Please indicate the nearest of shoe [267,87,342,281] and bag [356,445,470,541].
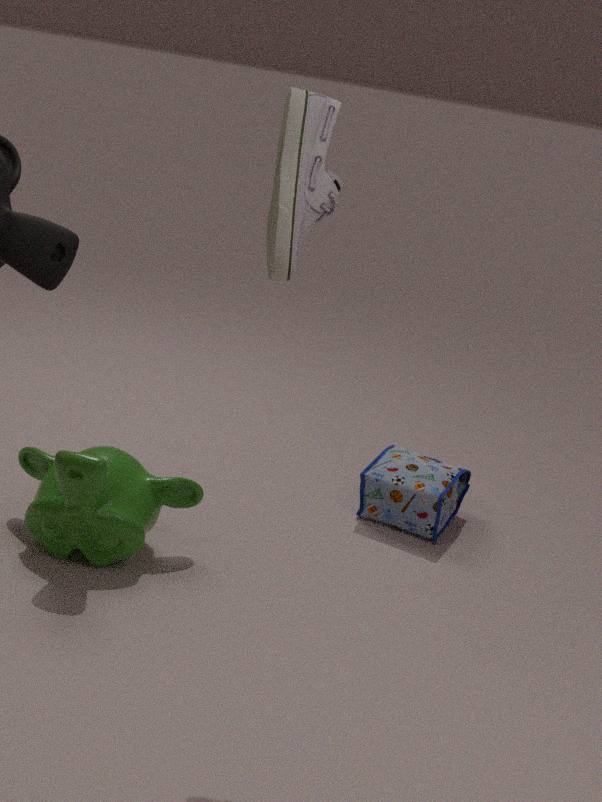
shoe [267,87,342,281]
